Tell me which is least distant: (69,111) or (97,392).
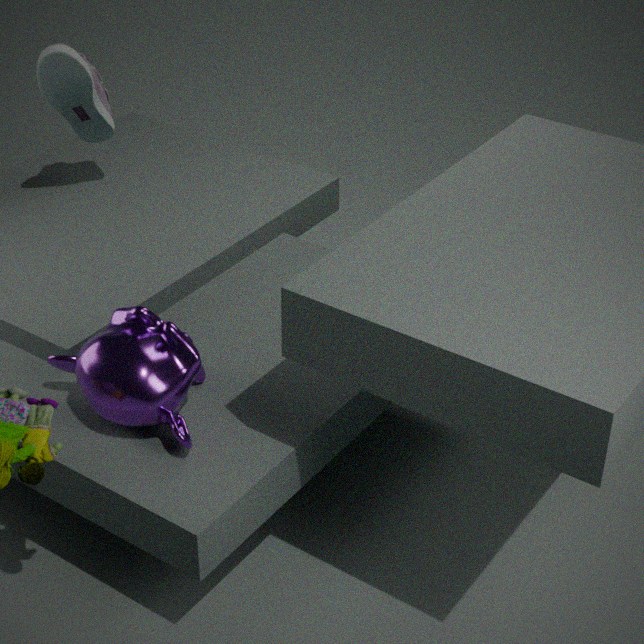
(97,392)
